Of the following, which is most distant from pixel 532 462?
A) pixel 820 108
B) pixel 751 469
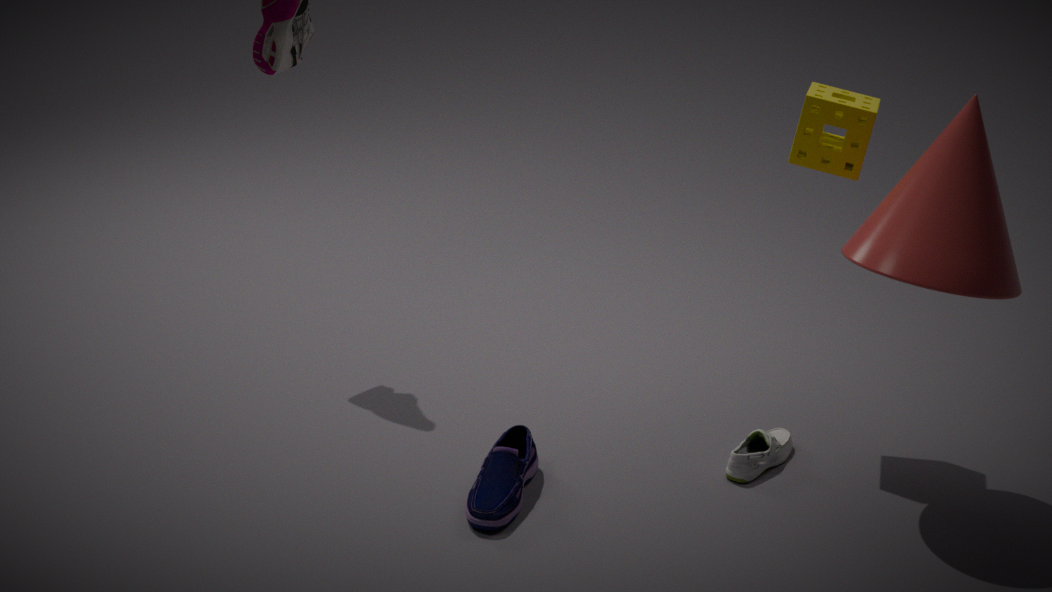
pixel 820 108
